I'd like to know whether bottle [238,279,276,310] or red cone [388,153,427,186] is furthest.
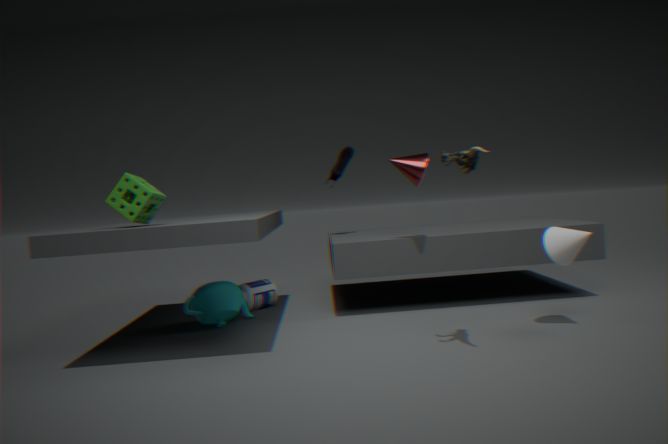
bottle [238,279,276,310]
